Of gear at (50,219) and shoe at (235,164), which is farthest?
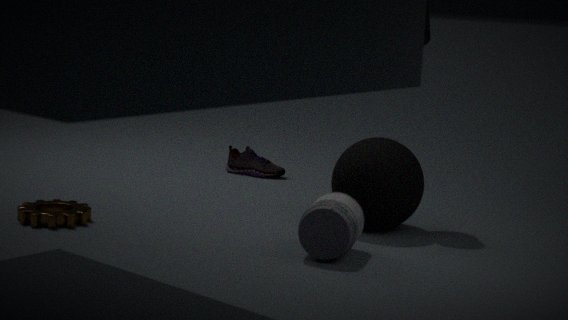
shoe at (235,164)
